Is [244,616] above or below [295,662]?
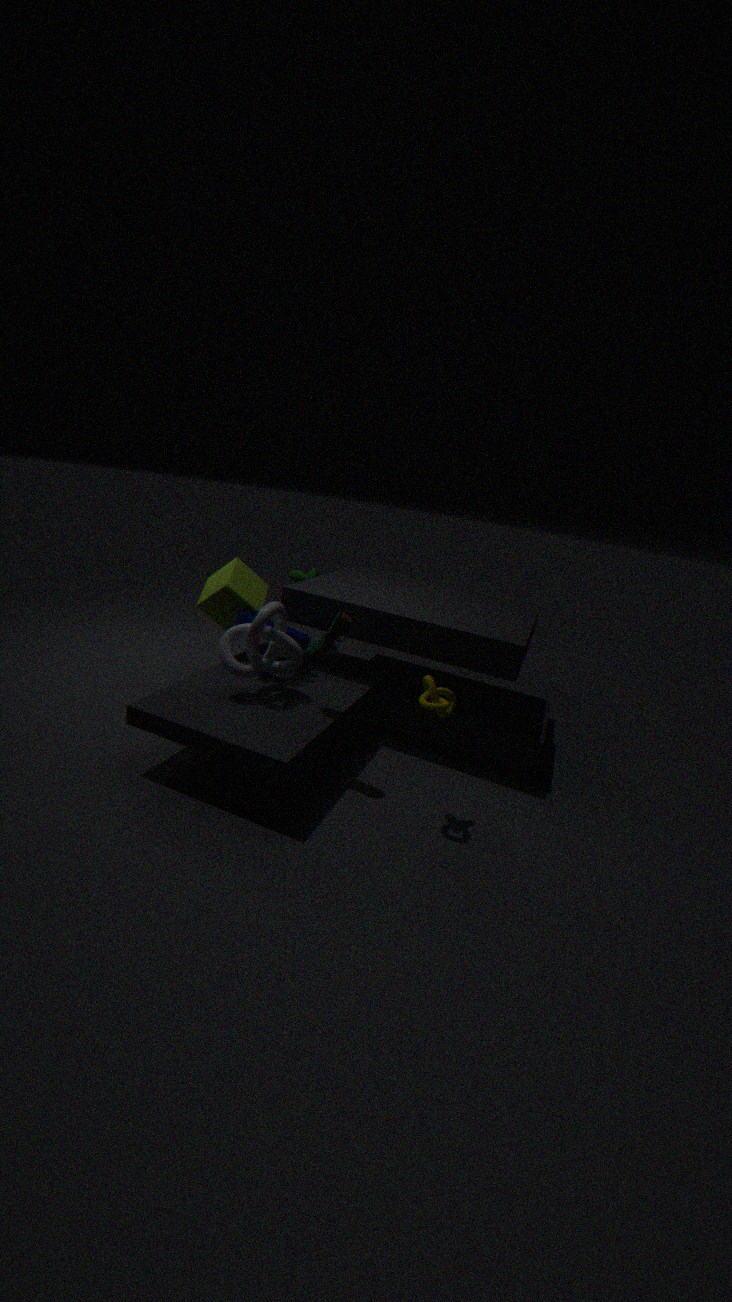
below
